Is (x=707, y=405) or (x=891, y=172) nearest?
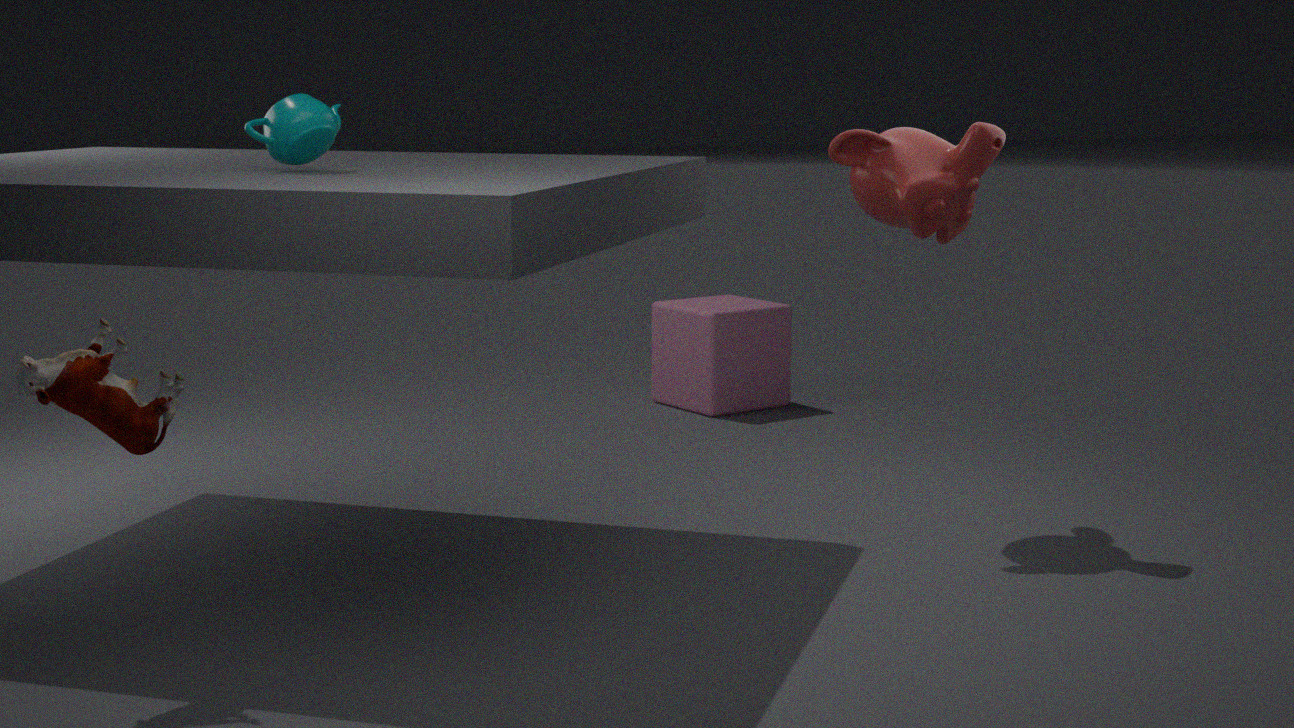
(x=891, y=172)
